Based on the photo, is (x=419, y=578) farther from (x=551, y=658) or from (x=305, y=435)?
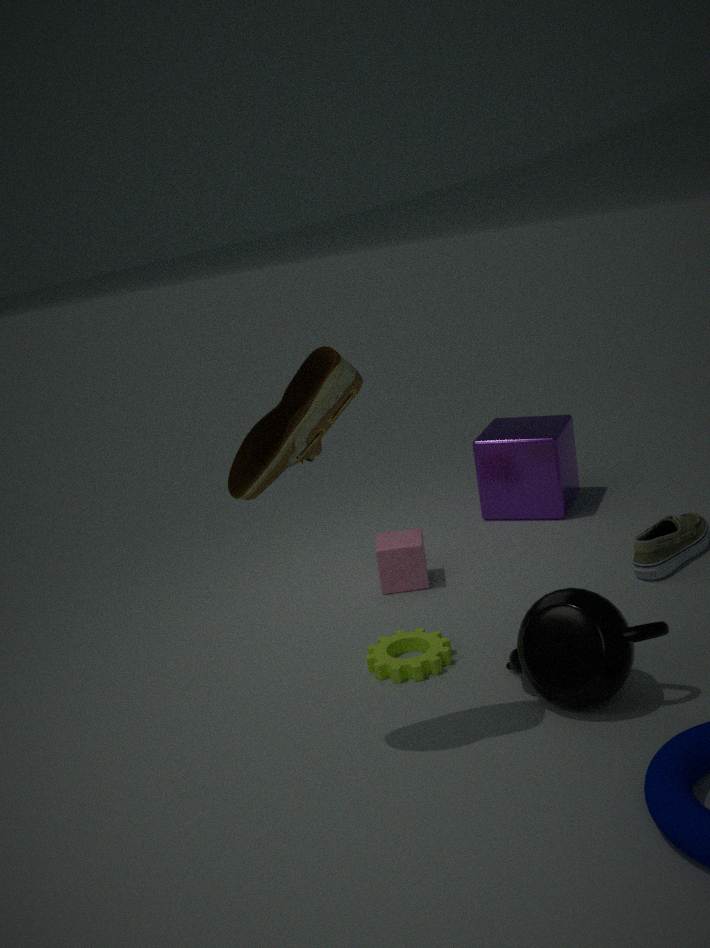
(x=305, y=435)
